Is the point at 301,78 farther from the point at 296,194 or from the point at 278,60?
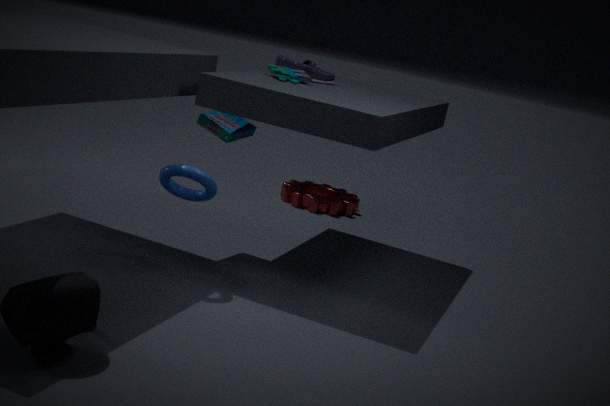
the point at 296,194
